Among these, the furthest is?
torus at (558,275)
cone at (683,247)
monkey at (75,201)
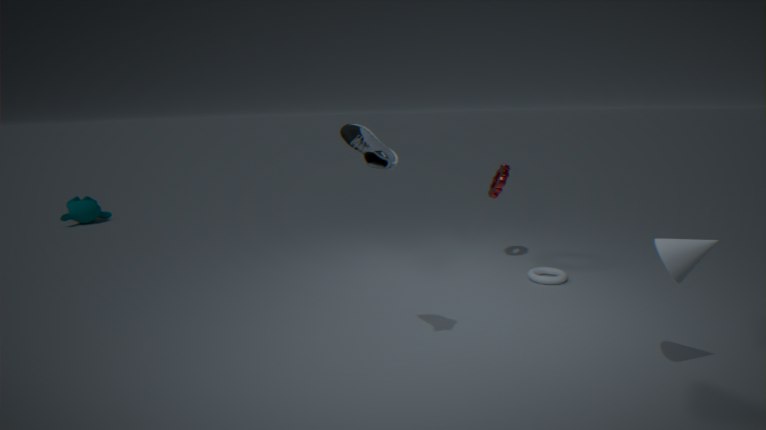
monkey at (75,201)
